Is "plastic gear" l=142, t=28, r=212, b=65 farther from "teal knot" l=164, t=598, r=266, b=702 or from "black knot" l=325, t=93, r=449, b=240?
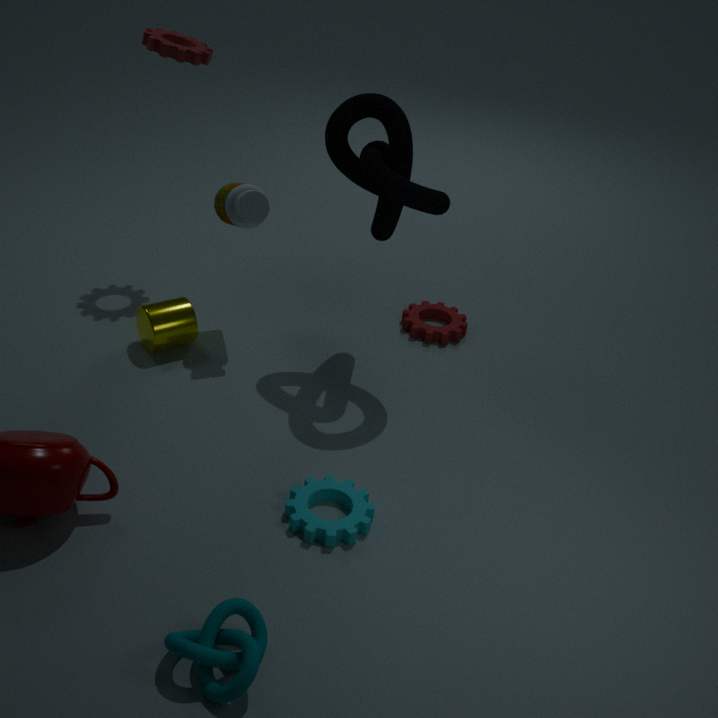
"teal knot" l=164, t=598, r=266, b=702
